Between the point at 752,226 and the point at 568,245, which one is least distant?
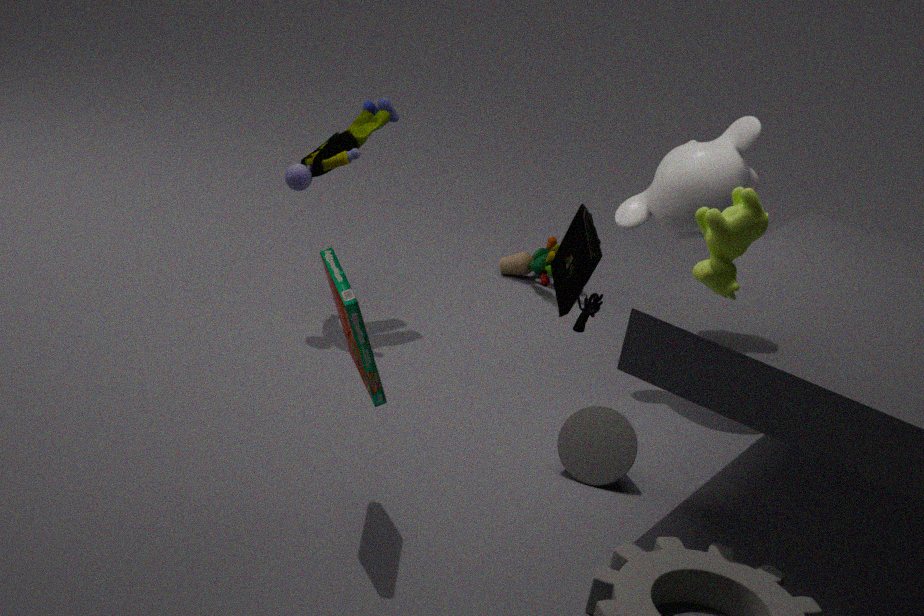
the point at 568,245
